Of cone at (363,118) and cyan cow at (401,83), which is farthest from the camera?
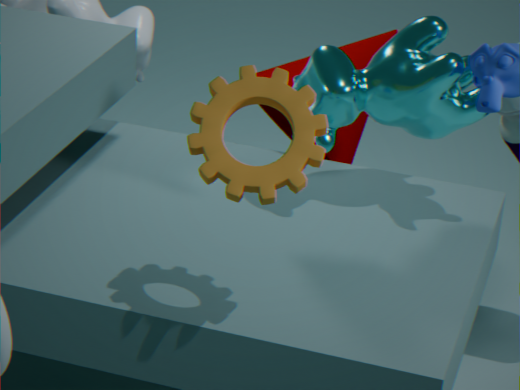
cone at (363,118)
